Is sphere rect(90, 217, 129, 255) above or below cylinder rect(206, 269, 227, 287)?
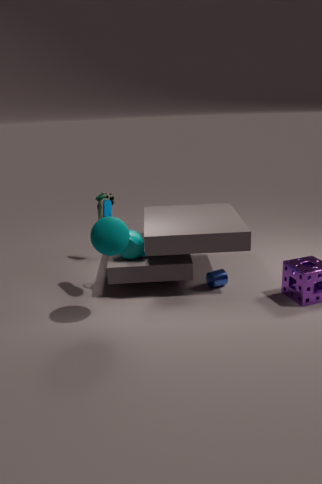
above
